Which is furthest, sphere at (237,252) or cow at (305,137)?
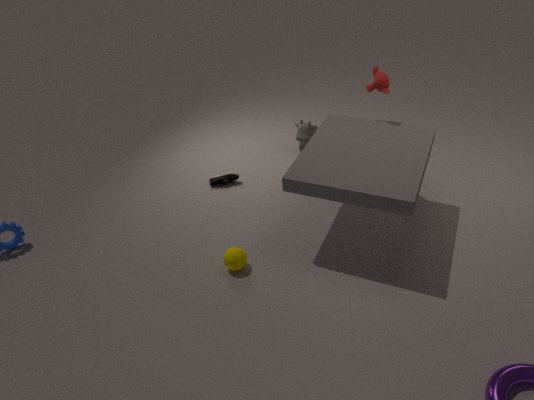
cow at (305,137)
